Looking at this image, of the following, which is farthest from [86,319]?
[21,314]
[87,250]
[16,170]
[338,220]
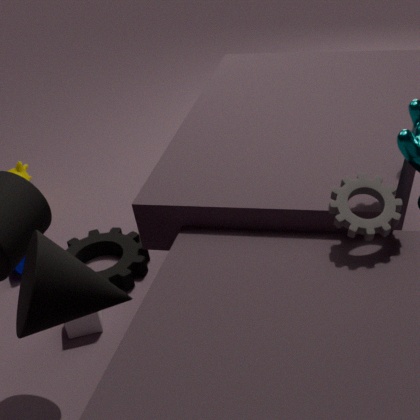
[338,220]
